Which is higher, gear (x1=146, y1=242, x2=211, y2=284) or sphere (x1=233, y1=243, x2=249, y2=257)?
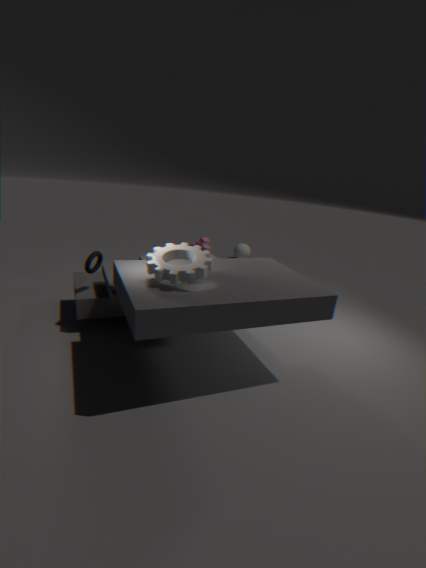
gear (x1=146, y1=242, x2=211, y2=284)
